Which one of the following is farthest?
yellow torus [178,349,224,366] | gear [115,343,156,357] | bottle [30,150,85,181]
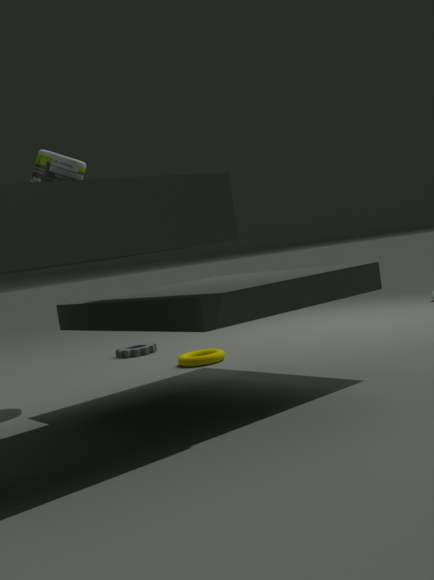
gear [115,343,156,357]
